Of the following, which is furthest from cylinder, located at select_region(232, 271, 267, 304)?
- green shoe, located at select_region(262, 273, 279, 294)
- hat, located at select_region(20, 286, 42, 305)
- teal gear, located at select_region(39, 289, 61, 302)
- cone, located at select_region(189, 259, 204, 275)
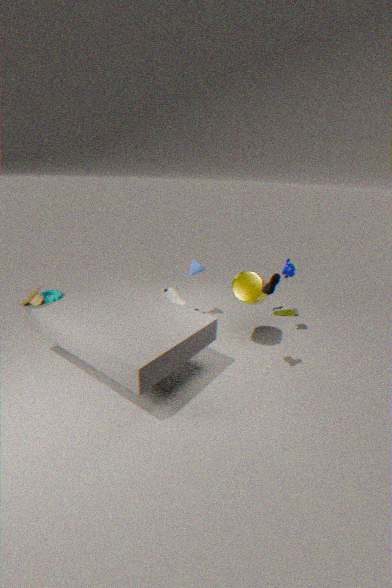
hat, located at select_region(20, 286, 42, 305)
